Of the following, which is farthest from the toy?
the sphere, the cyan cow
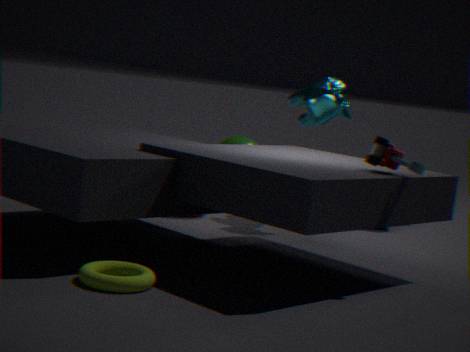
the sphere
